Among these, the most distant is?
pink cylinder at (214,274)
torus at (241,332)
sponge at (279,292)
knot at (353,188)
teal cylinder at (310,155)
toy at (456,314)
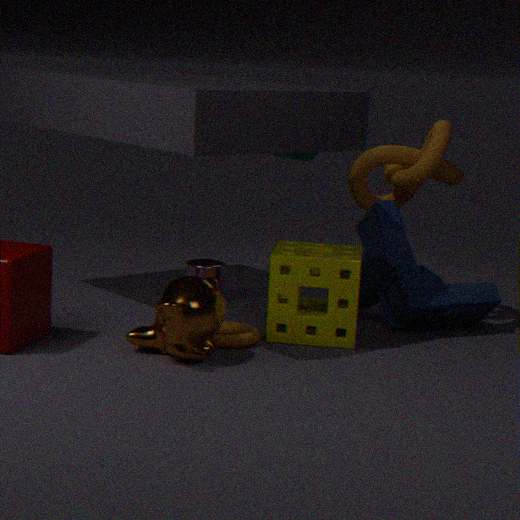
teal cylinder at (310,155)
